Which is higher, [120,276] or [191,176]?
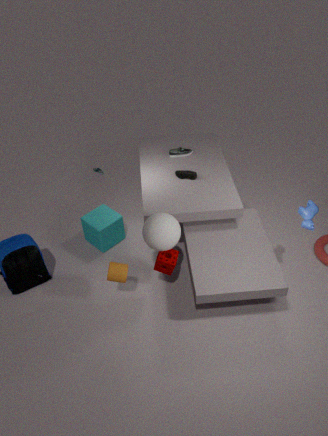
[191,176]
